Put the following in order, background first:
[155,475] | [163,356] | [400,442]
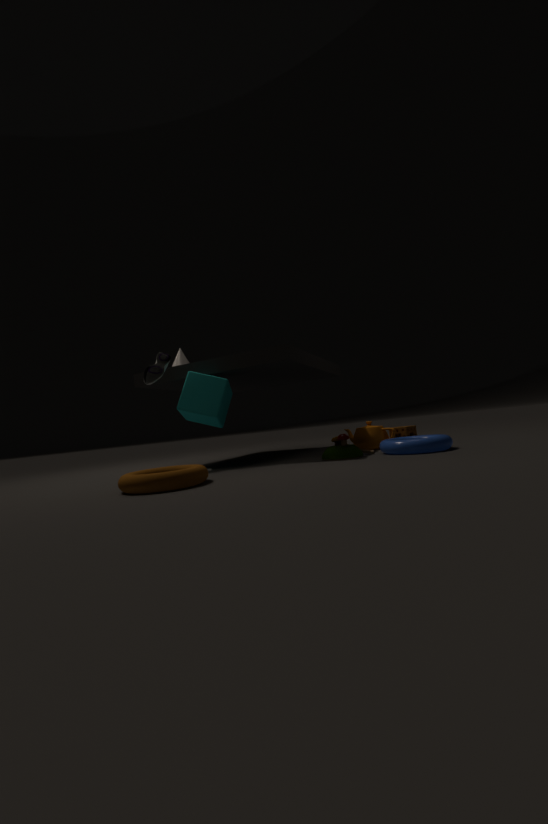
[163,356] → [400,442] → [155,475]
